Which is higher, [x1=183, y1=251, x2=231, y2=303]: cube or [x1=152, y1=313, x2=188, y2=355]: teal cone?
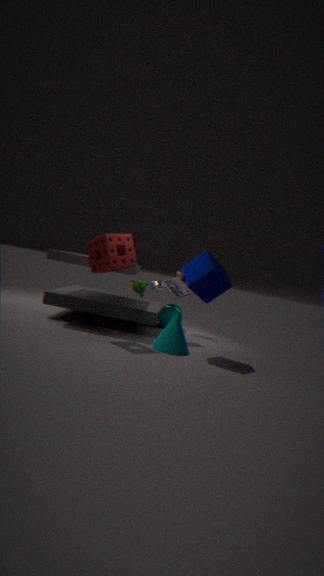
[x1=183, y1=251, x2=231, y2=303]: cube
